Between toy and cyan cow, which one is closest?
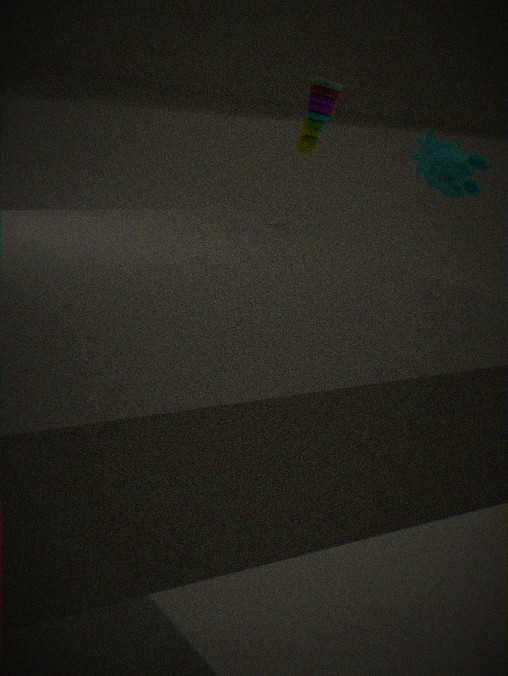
cyan cow
